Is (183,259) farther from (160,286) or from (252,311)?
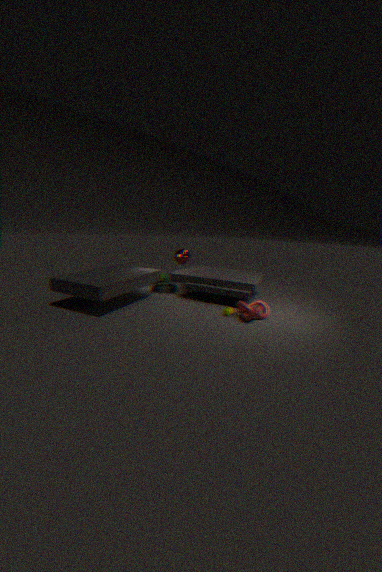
(252,311)
